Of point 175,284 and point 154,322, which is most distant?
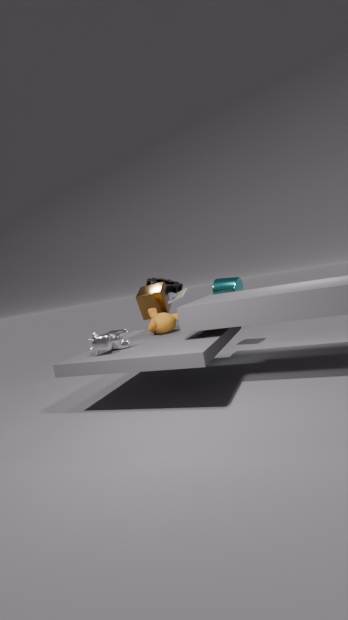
point 175,284
